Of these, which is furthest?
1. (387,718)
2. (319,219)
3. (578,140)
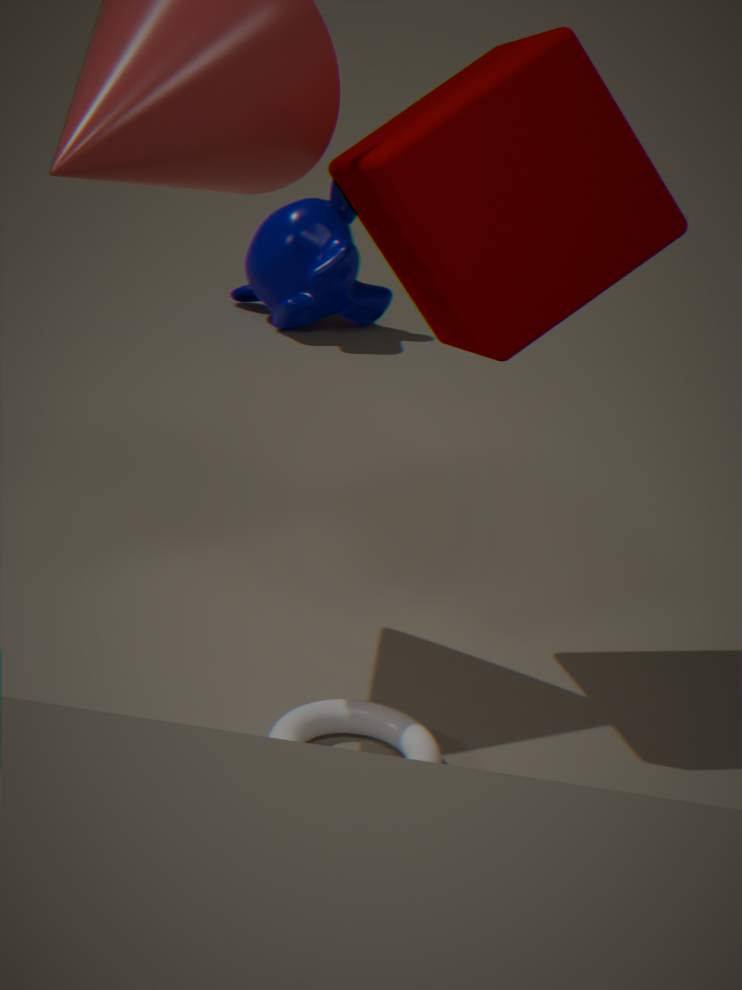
(319,219)
